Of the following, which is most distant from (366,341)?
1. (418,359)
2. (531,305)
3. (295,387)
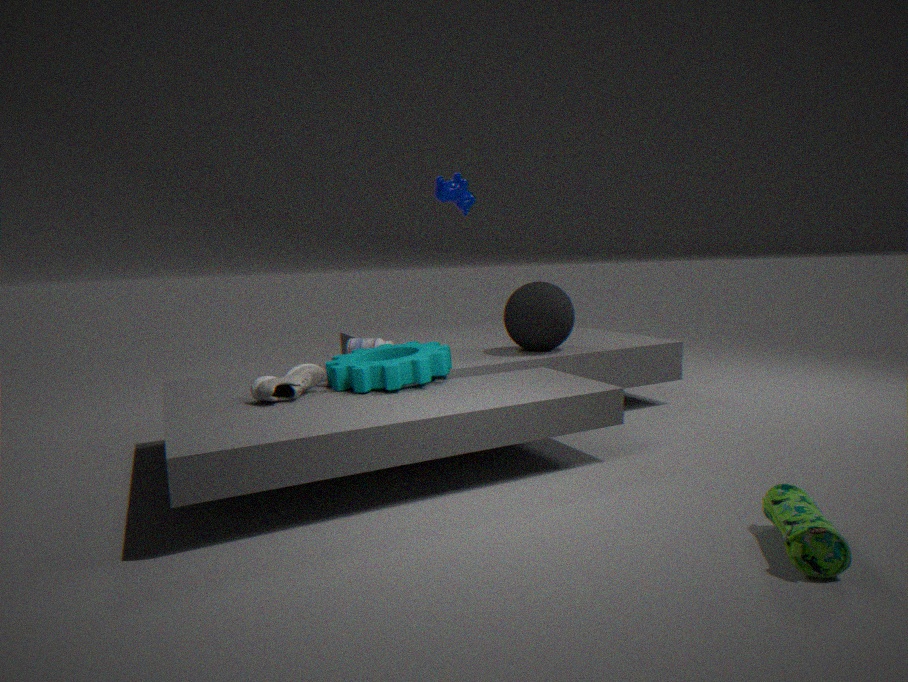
(531,305)
